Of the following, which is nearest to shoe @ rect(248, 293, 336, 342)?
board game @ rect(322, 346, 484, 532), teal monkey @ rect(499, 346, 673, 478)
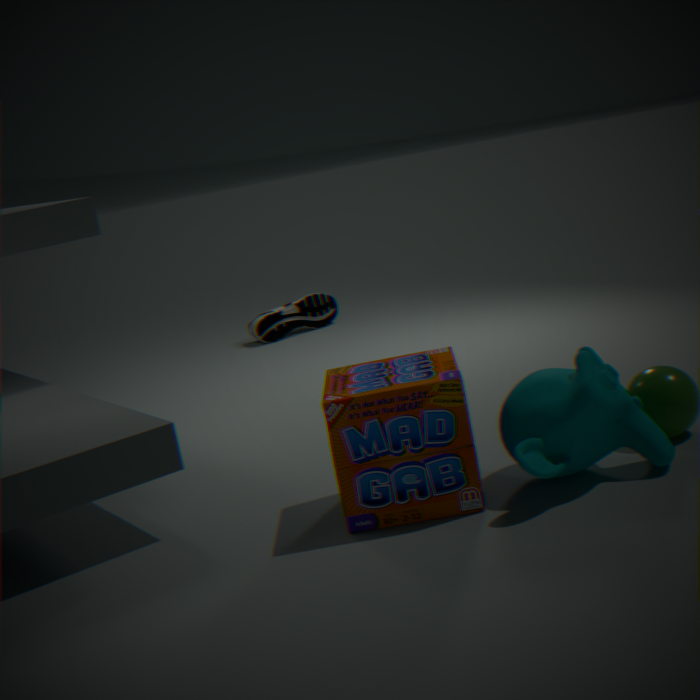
board game @ rect(322, 346, 484, 532)
